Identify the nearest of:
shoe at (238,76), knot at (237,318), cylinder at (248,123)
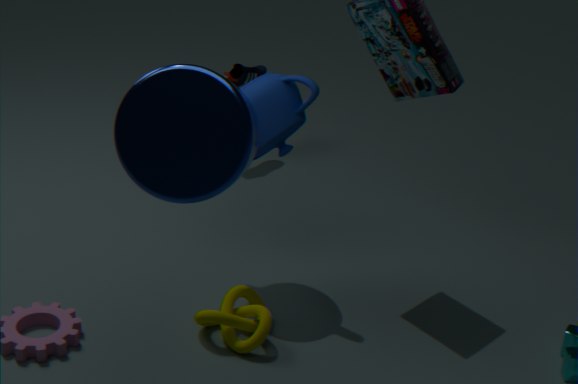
cylinder at (248,123)
